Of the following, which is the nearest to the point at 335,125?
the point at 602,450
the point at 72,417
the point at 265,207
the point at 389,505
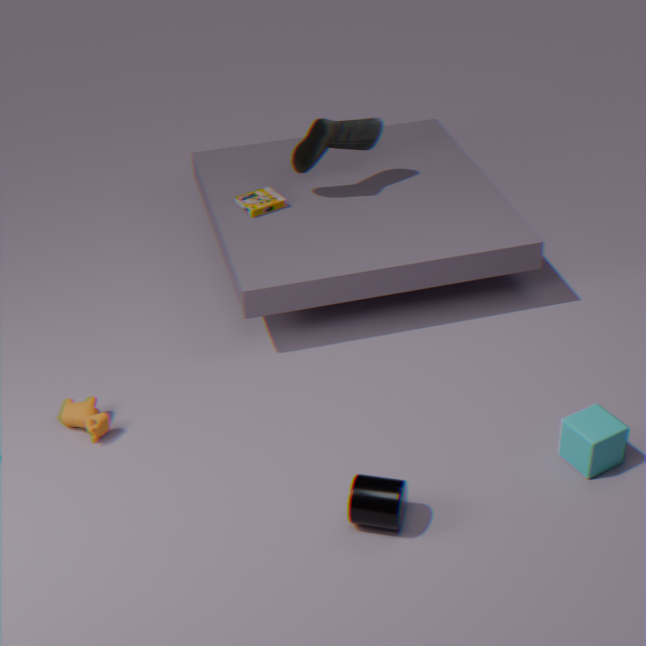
the point at 265,207
